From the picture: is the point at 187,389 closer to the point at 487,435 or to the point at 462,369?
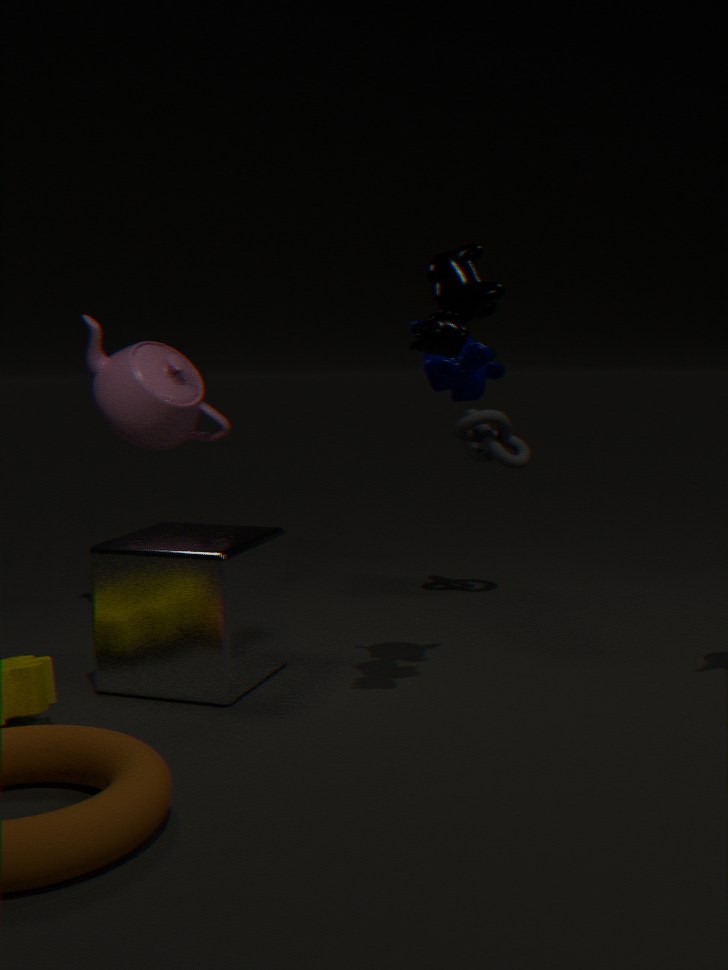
the point at 487,435
